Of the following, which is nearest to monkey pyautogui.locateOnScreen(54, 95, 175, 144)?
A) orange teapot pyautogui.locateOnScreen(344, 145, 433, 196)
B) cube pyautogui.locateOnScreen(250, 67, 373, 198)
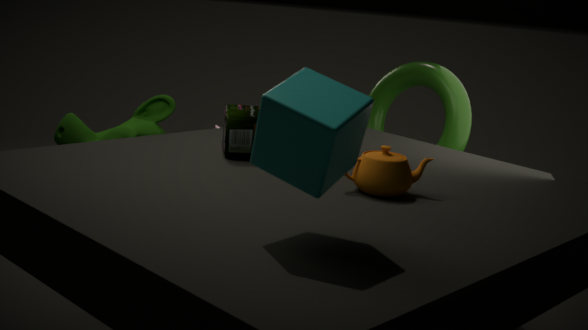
orange teapot pyautogui.locateOnScreen(344, 145, 433, 196)
